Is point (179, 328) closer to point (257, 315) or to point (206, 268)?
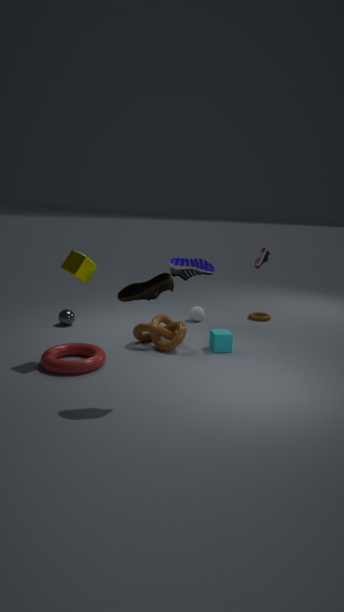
point (206, 268)
